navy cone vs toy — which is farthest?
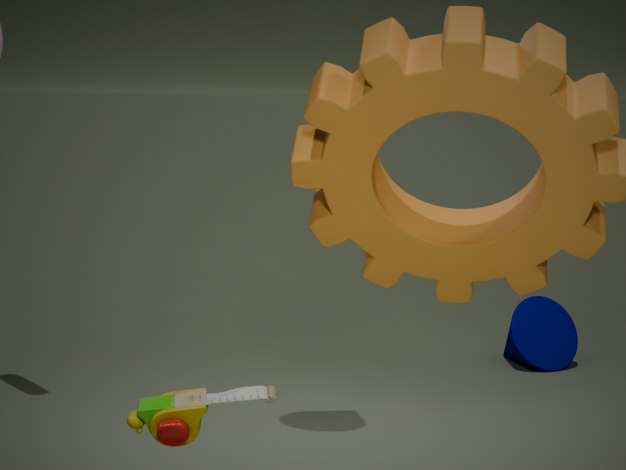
navy cone
